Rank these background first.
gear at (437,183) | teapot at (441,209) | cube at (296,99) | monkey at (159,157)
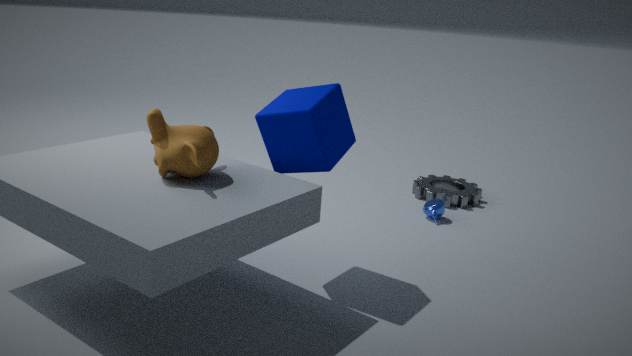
gear at (437,183), teapot at (441,209), cube at (296,99), monkey at (159,157)
